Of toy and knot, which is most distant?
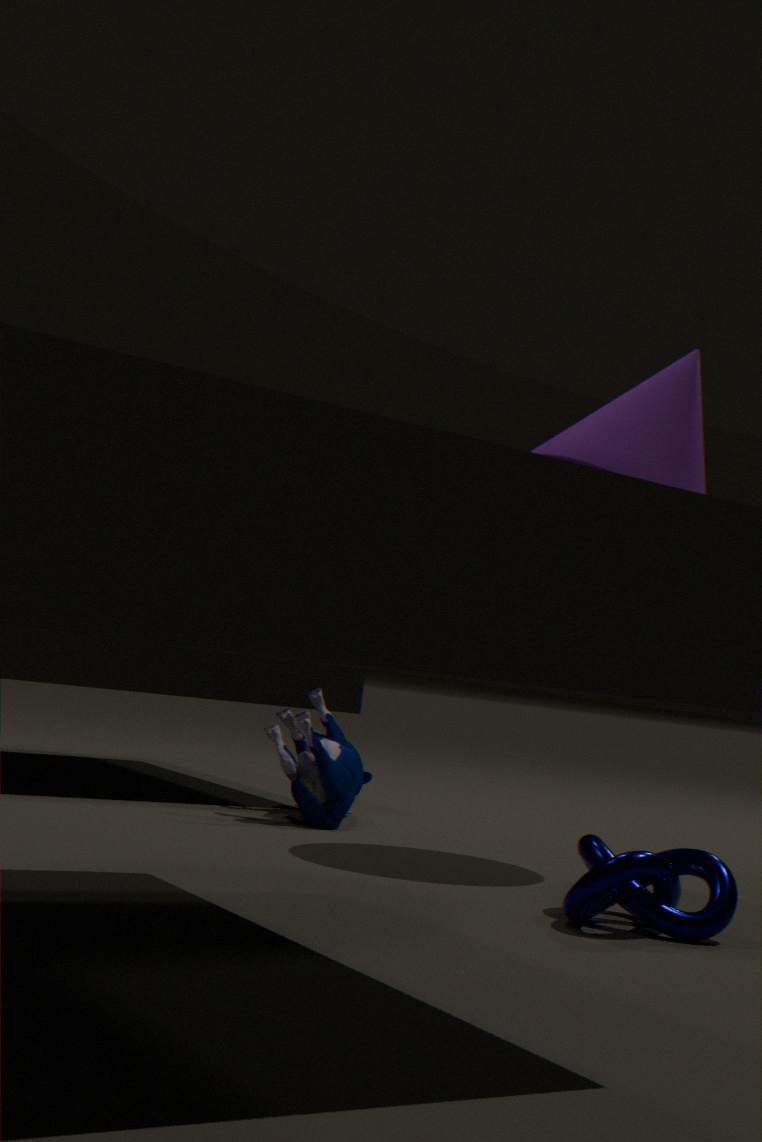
toy
